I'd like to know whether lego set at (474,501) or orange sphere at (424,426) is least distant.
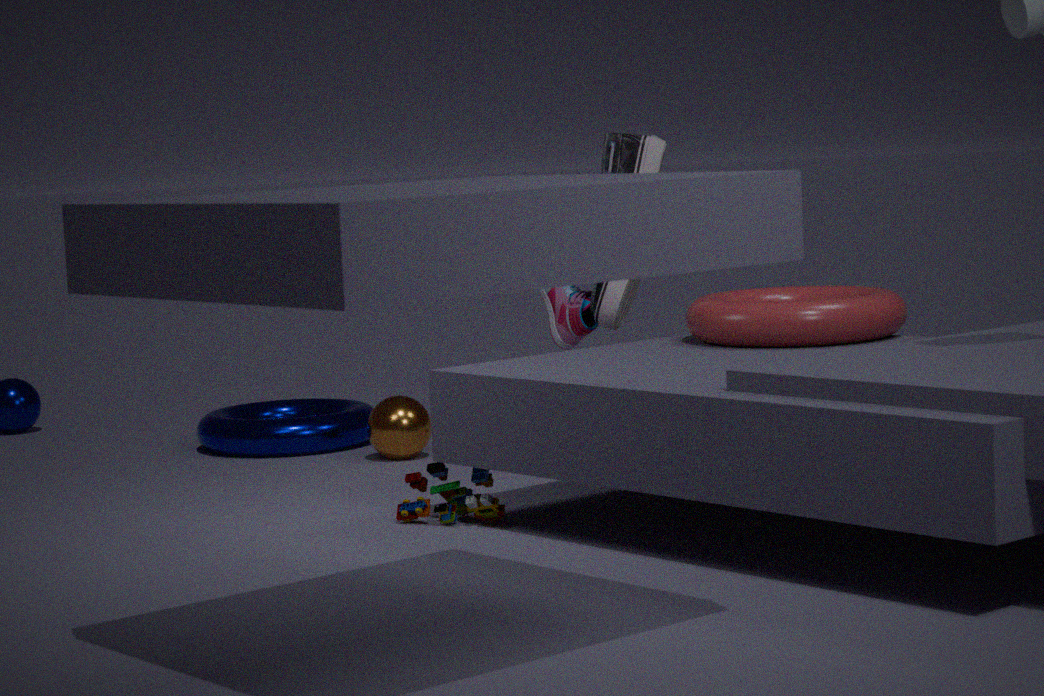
lego set at (474,501)
